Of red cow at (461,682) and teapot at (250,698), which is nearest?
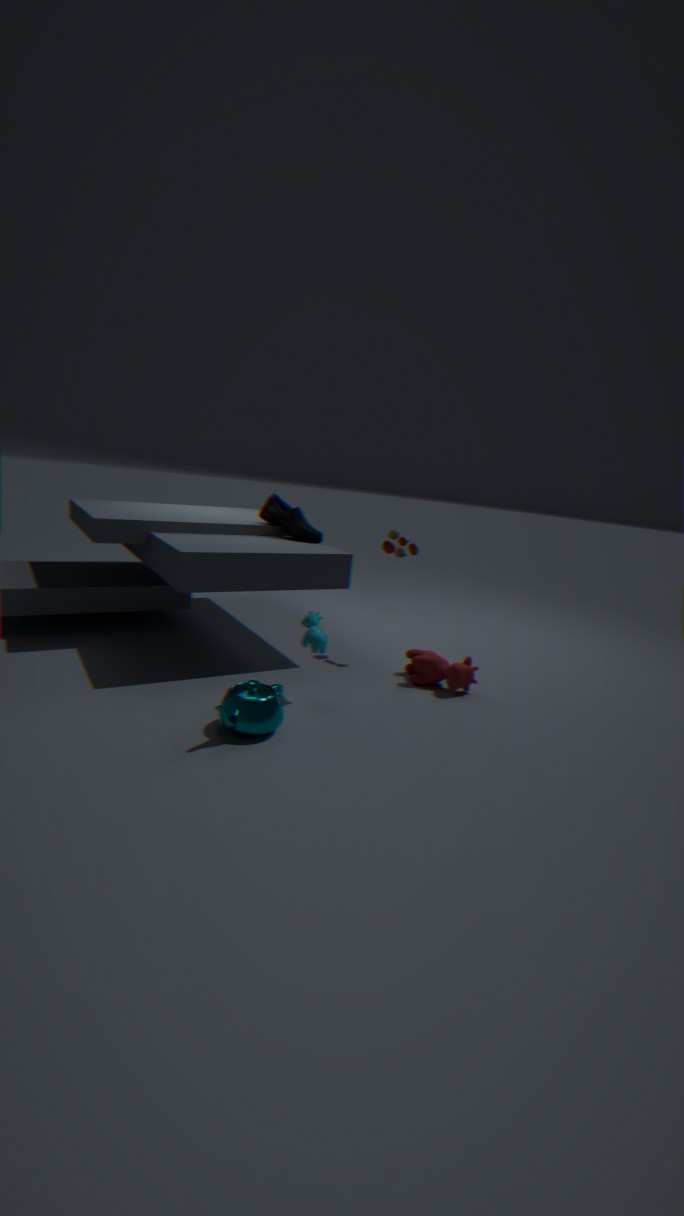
teapot at (250,698)
